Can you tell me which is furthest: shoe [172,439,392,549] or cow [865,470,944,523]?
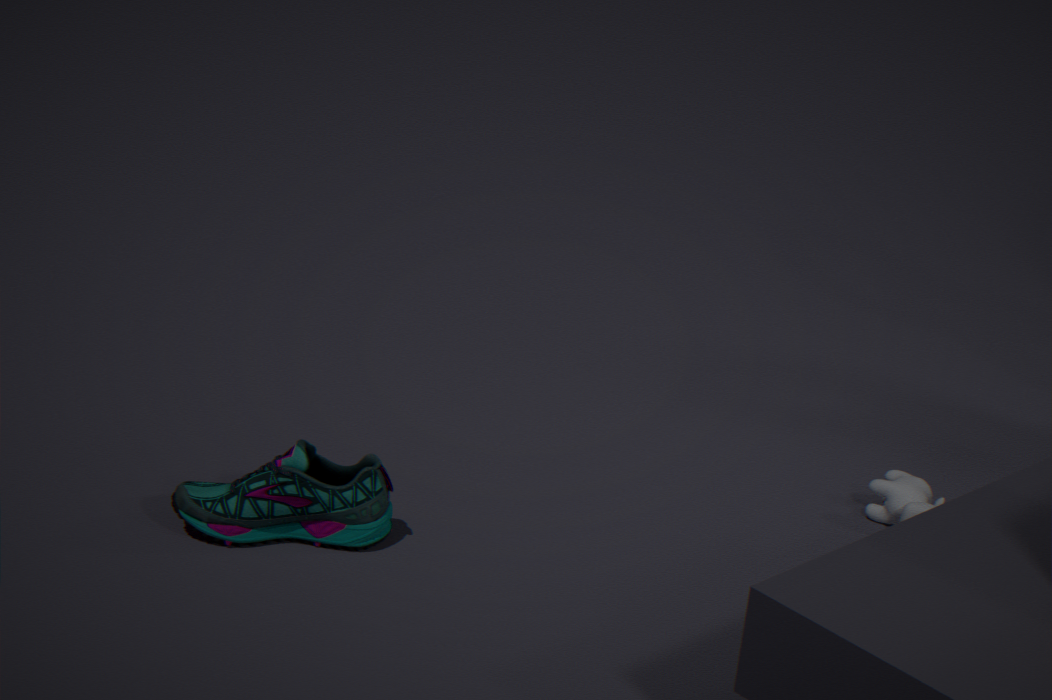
cow [865,470,944,523]
